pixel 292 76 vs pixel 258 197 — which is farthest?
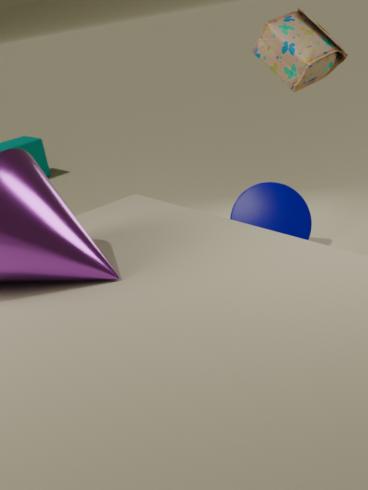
pixel 258 197
